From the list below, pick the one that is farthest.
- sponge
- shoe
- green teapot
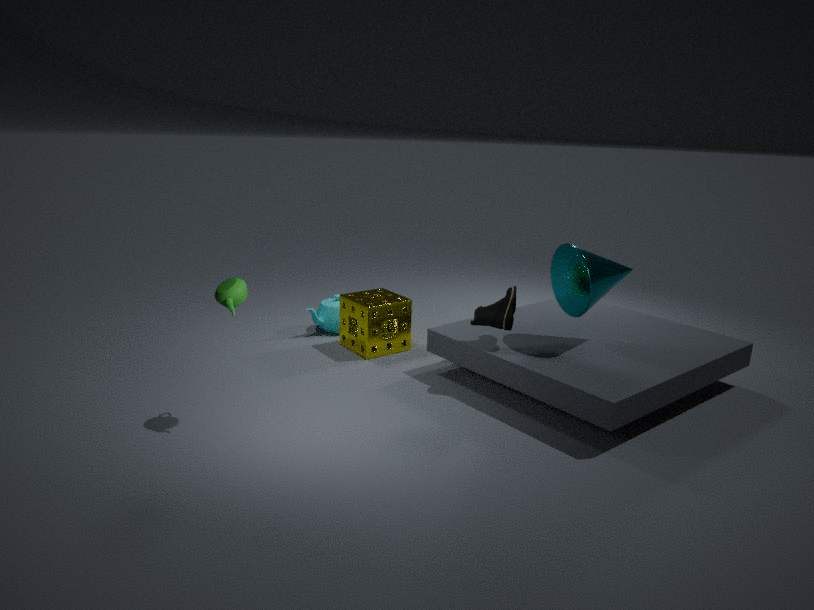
sponge
